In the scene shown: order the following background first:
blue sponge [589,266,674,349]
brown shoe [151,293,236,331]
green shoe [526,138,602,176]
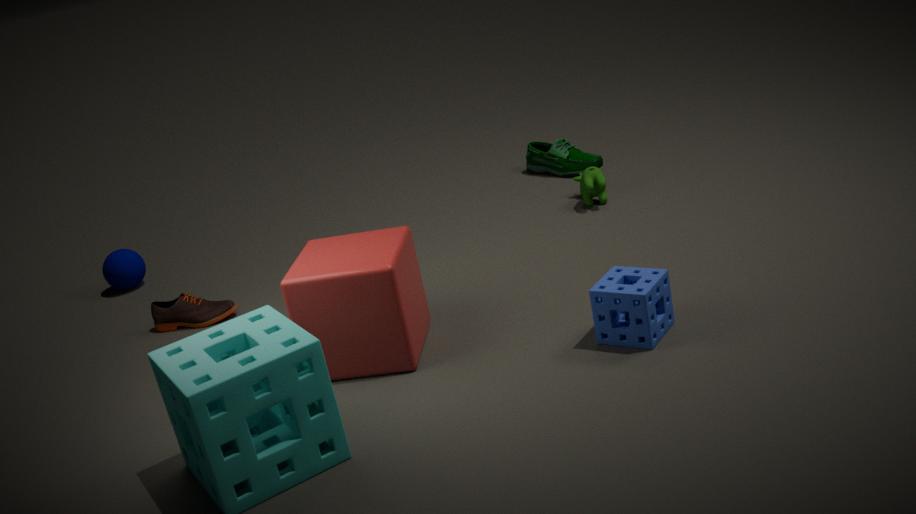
green shoe [526,138,602,176] → brown shoe [151,293,236,331] → blue sponge [589,266,674,349]
